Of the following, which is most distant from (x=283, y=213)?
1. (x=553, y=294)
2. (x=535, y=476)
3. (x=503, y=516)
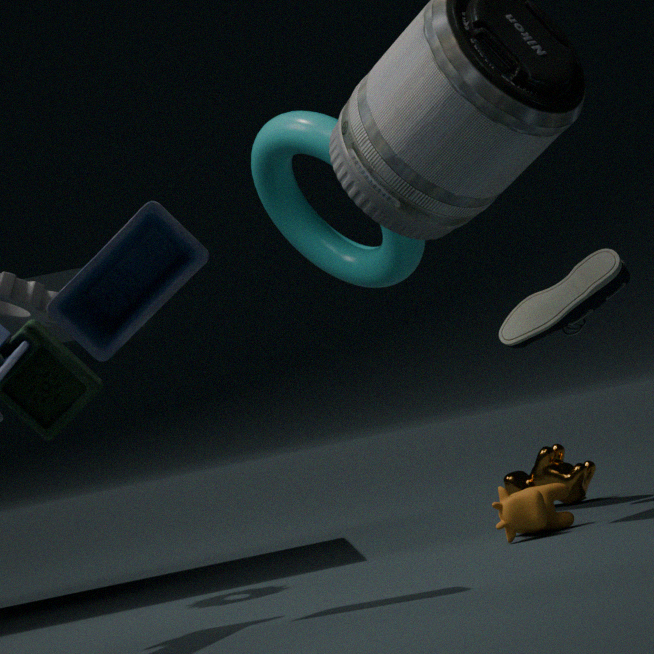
(x=503, y=516)
